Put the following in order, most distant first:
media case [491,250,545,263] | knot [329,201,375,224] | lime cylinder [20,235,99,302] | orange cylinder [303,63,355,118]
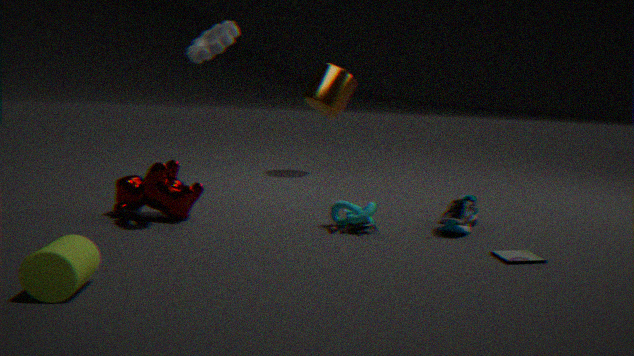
orange cylinder [303,63,355,118] < knot [329,201,375,224] < media case [491,250,545,263] < lime cylinder [20,235,99,302]
